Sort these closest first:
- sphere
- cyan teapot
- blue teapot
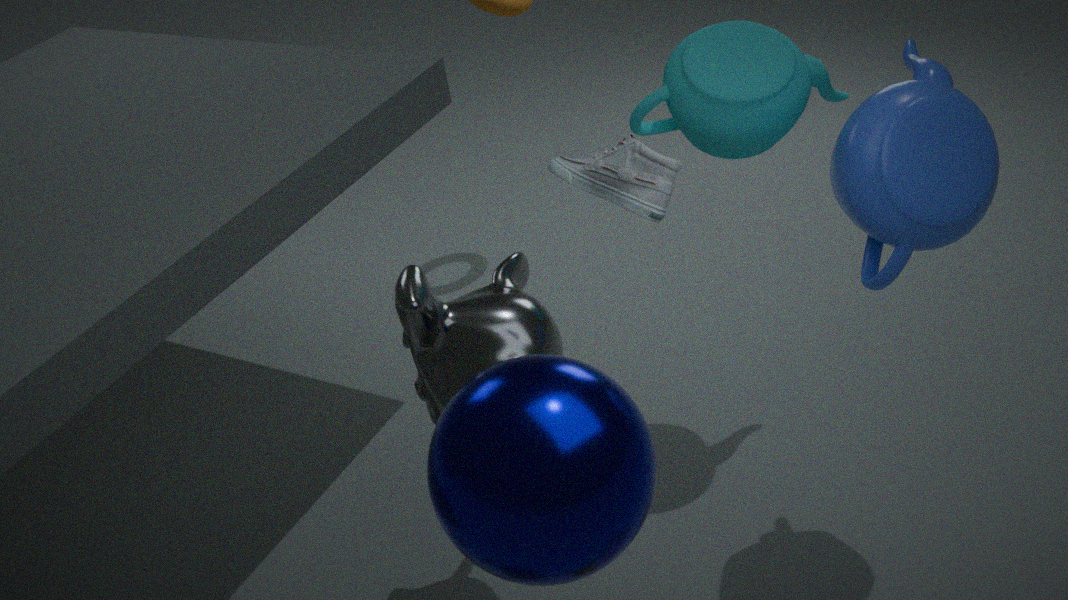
sphere
blue teapot
cyan teapot
